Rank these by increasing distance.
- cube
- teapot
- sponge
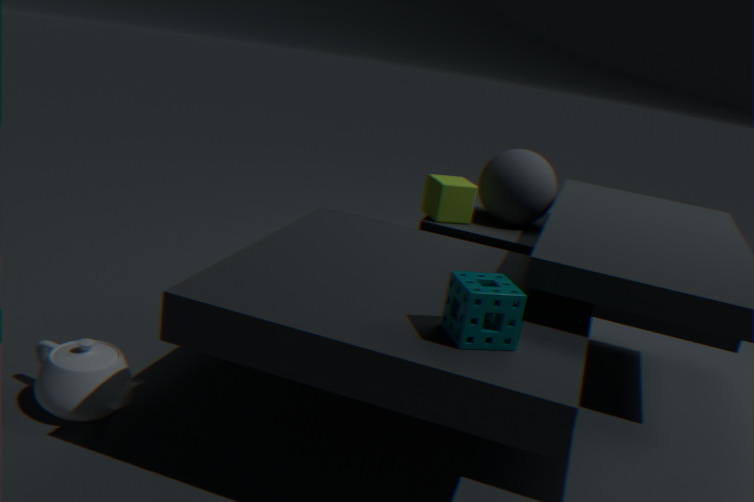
sponge, teapot, cube
